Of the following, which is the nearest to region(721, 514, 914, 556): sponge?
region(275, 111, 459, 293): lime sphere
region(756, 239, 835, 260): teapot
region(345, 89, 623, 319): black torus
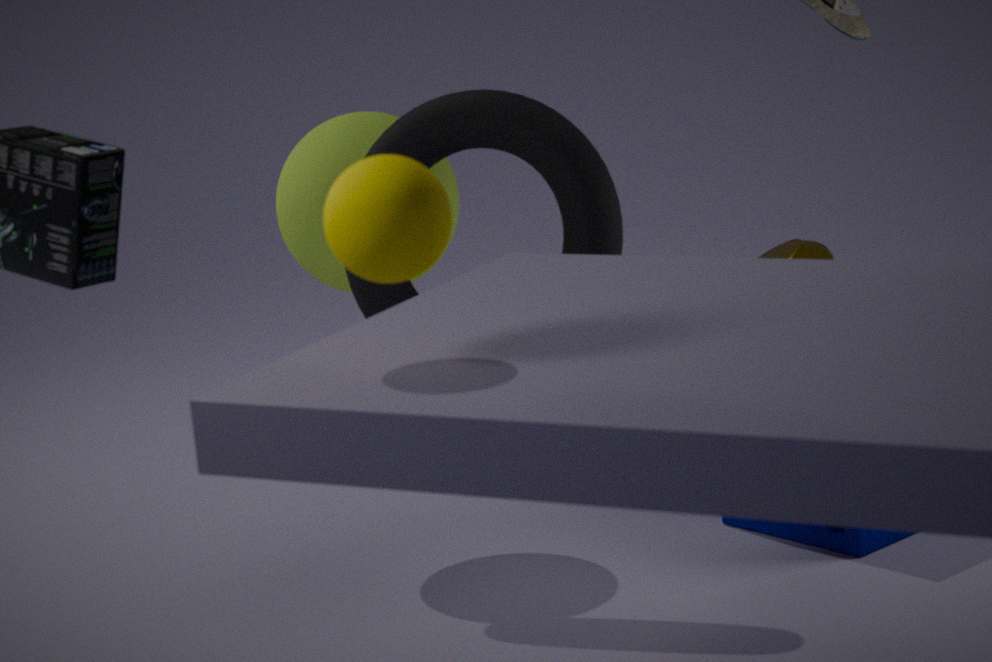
region(345, 89, 623, 319): black torus
